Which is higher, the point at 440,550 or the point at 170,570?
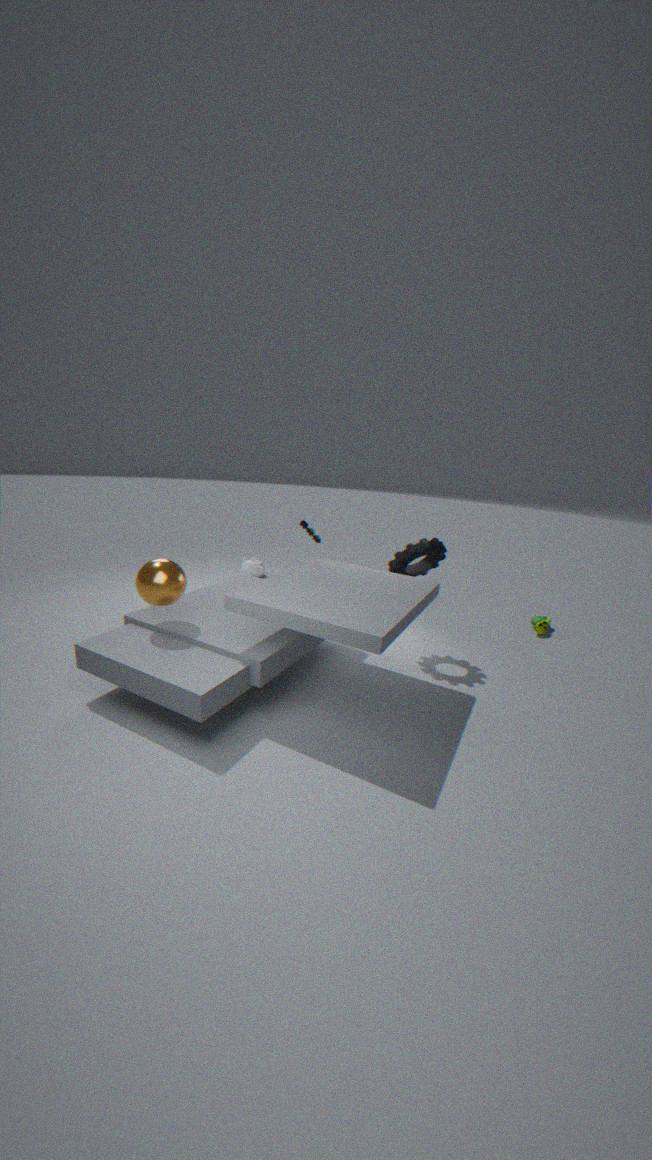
the point at 440,550
